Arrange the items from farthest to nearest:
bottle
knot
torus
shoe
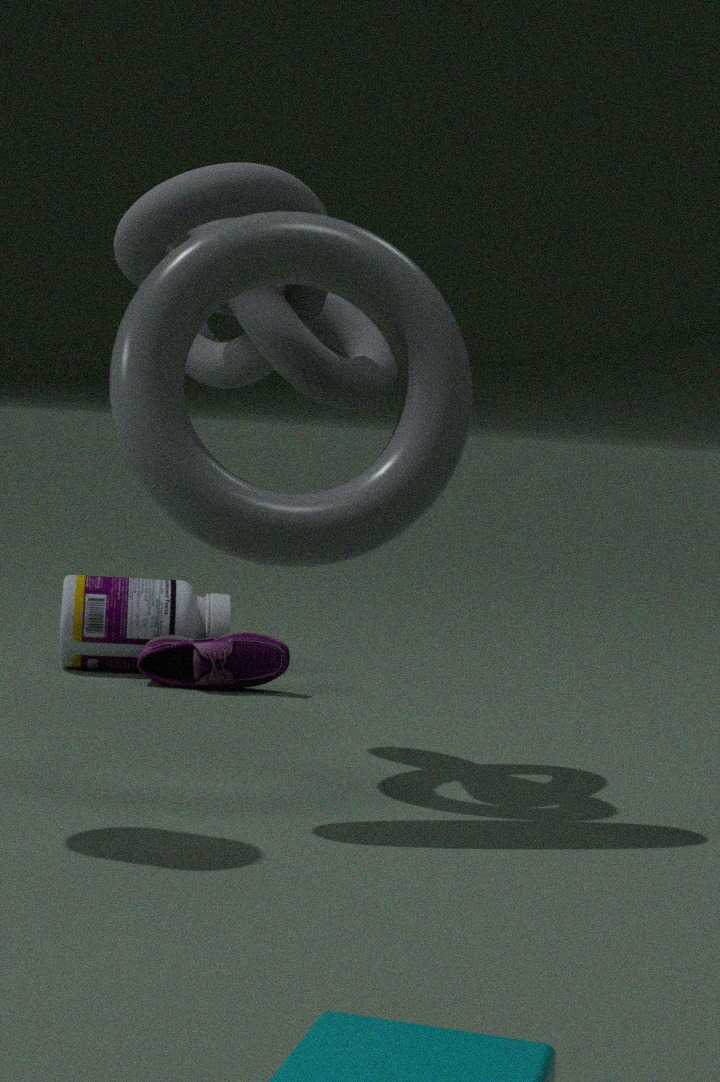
bottle < shoe < knot < torus
